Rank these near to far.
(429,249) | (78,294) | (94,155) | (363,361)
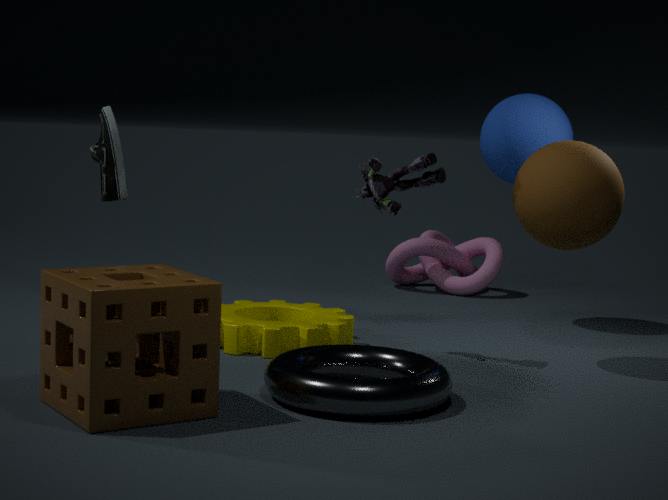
(78,294), (363,361), (94,155), (429,249)
